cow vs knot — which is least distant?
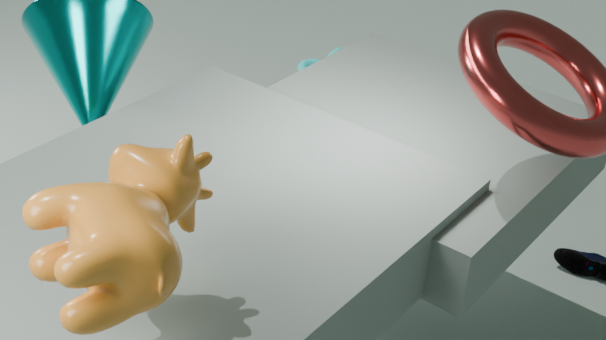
cow
